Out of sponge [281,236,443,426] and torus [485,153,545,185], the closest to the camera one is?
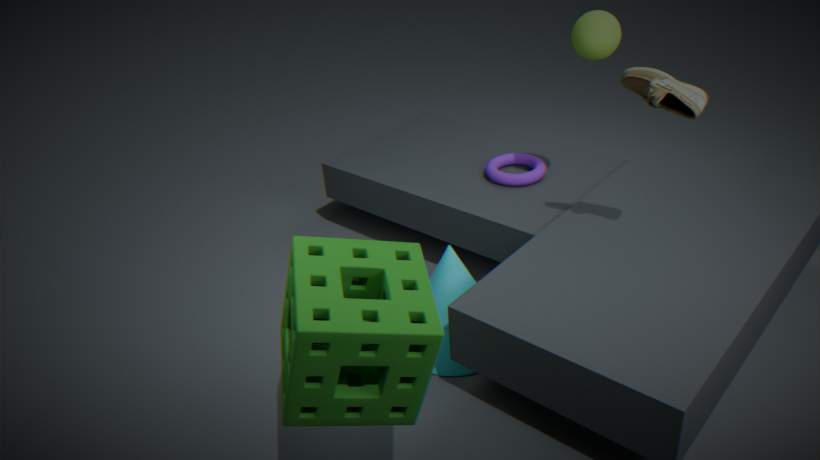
sponge [281,236,443,426]
